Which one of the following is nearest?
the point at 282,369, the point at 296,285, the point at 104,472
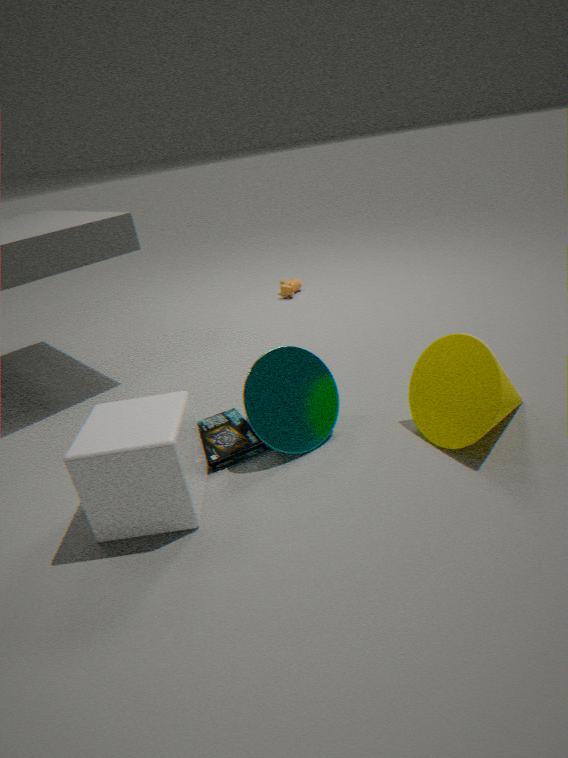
the point at 104,472
